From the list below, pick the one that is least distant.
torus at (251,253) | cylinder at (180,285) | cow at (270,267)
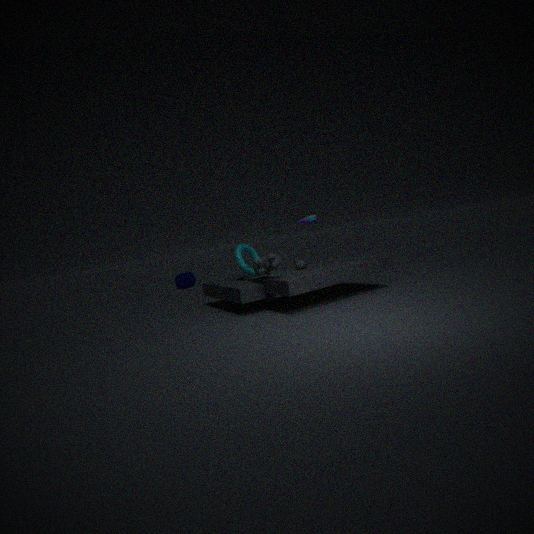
cow at (270,267)
